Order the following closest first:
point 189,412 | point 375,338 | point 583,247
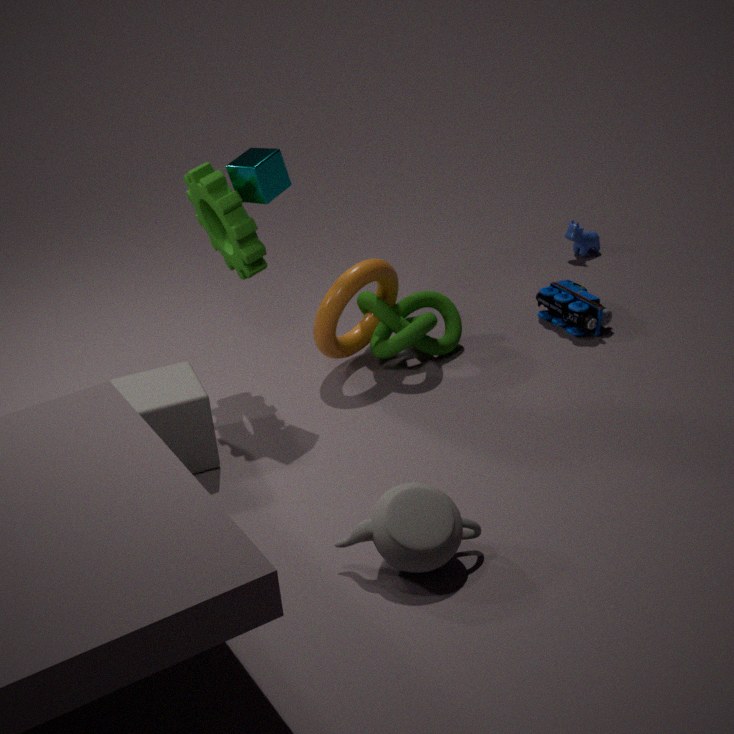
point 189,412 → point 375,338 → point 583,247
